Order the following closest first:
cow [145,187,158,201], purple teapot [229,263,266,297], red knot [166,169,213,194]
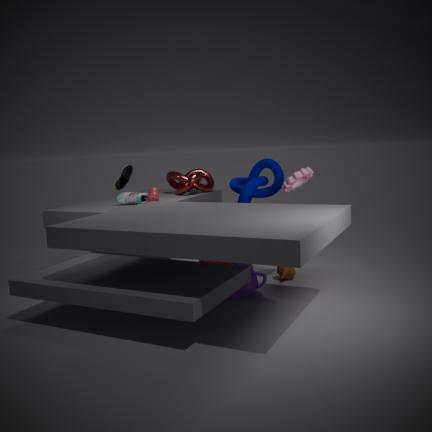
purple teapot [229,263,266,297], cow [145,187,158,201], red knot [166,169,213,194]
